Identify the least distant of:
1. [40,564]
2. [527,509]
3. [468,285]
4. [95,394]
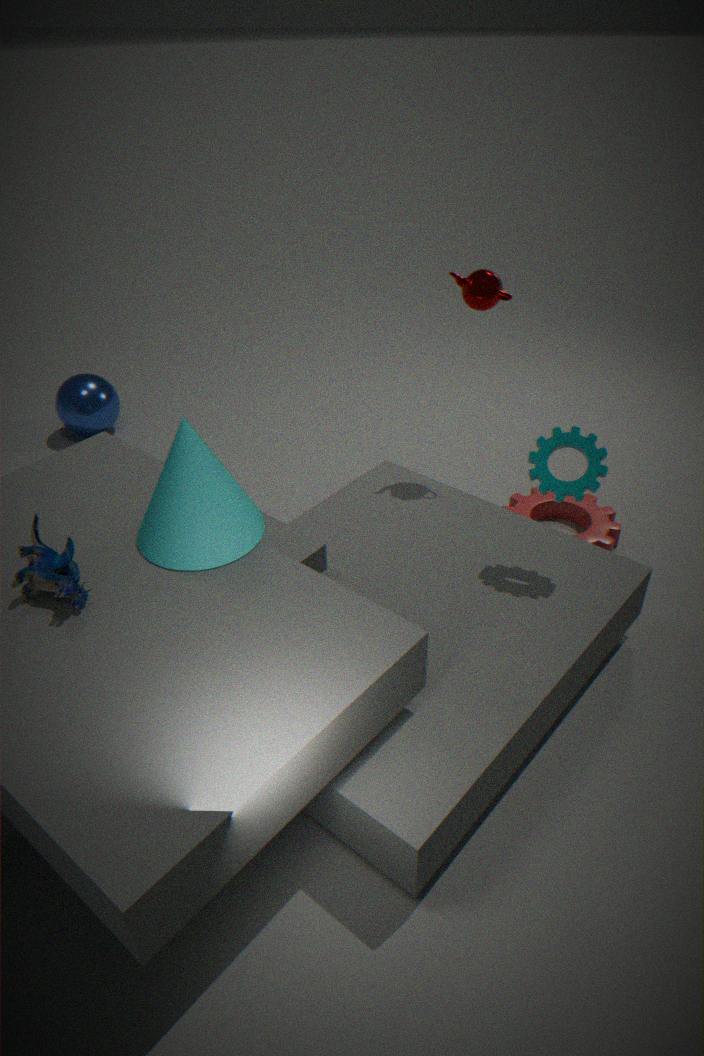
[40,564]
